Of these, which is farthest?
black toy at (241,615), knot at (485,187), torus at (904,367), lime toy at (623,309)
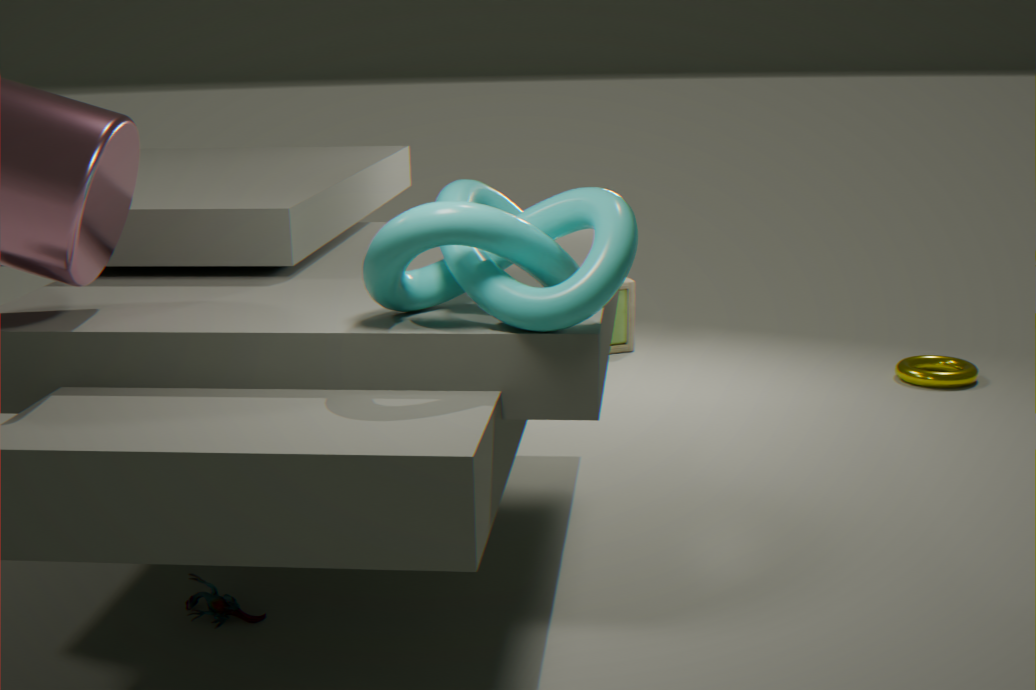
lime toy at (623,309)
